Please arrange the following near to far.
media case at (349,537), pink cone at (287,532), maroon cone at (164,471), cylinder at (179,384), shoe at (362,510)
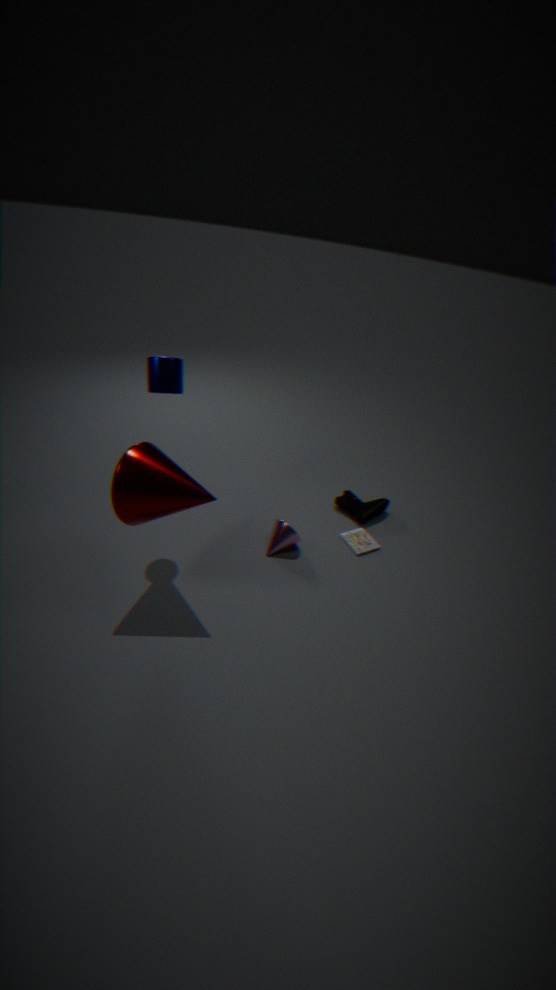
1. maroon cone at (164,471)
2. cylinder at (179,384)
3. pink cone at (287,532)
4. media case at (349,537)
5. shoe at (362,510)
